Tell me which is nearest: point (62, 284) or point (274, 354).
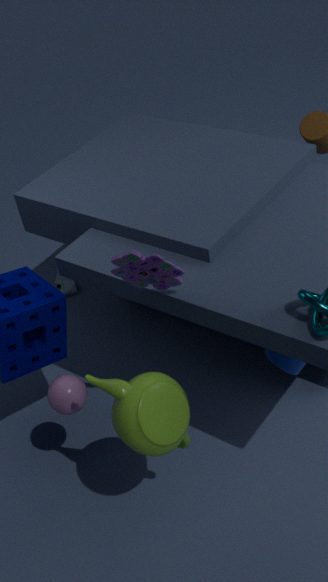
point (274, 354)
